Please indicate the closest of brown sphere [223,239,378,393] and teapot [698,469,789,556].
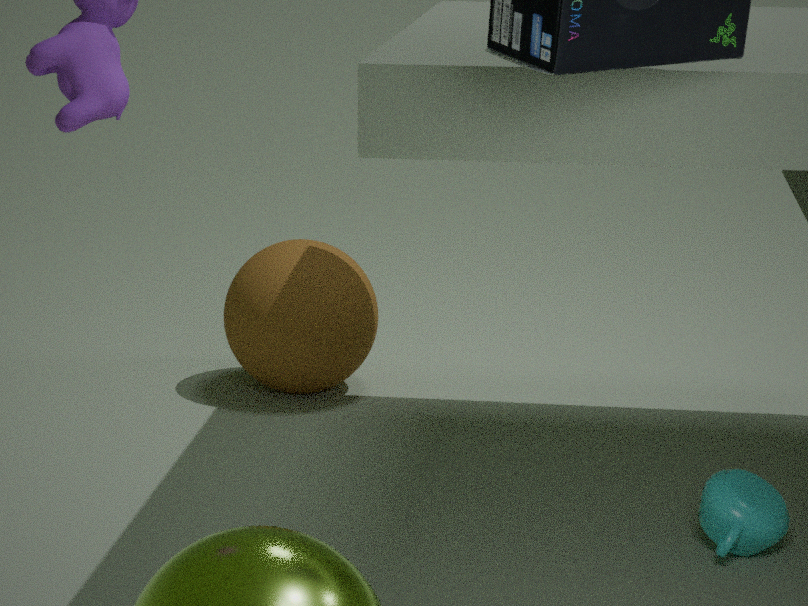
teapot [698,469,789,556]
